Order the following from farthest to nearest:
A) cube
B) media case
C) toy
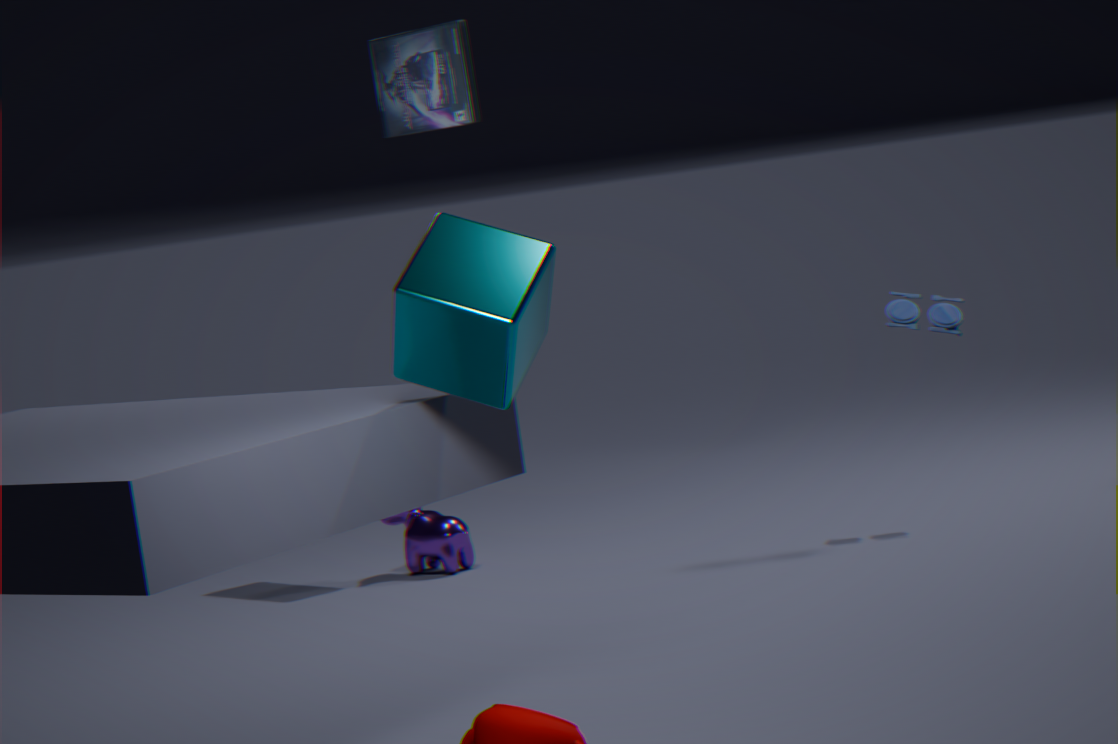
media case, toy, cube
